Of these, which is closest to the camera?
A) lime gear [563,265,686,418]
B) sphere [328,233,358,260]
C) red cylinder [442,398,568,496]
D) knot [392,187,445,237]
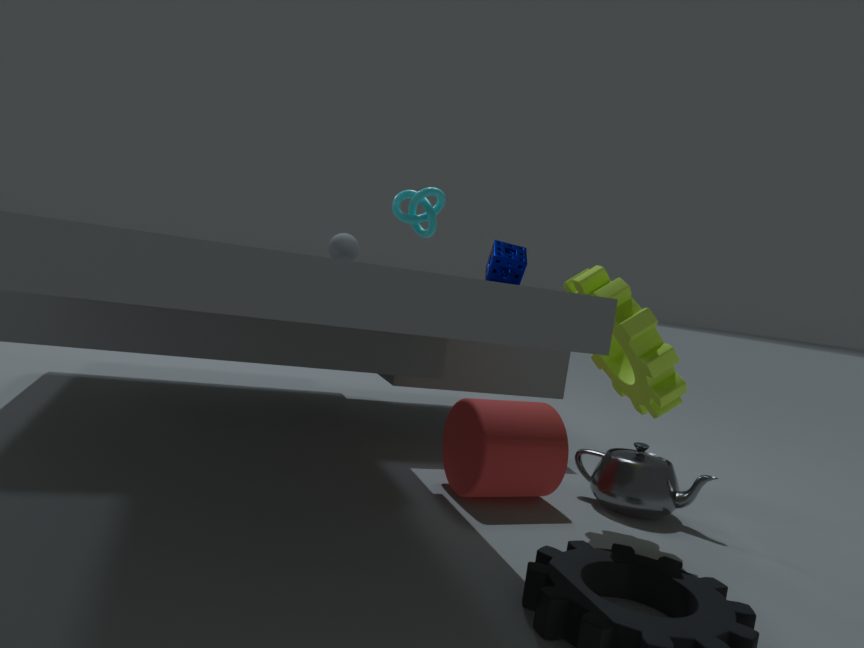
lime gear [563,265,686,418]
